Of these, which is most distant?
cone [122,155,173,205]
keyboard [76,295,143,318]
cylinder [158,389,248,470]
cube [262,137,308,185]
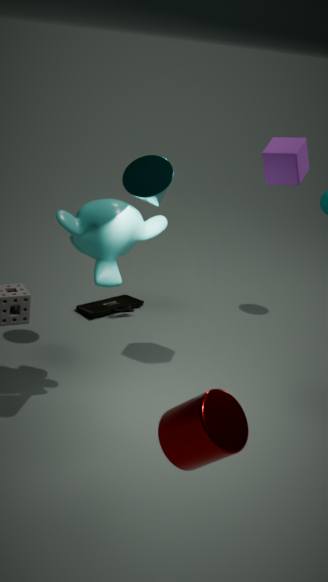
keyboard [76,295,143,318]
